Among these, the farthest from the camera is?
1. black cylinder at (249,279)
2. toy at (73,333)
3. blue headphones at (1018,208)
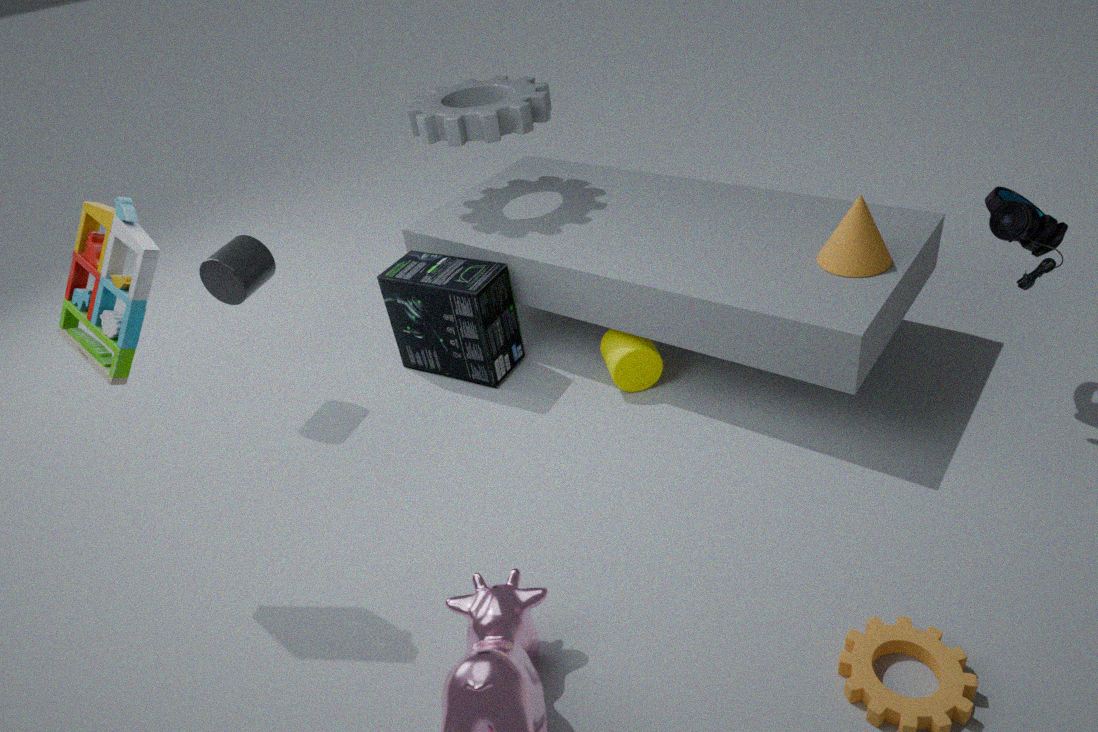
black cylinder at (249,279)
